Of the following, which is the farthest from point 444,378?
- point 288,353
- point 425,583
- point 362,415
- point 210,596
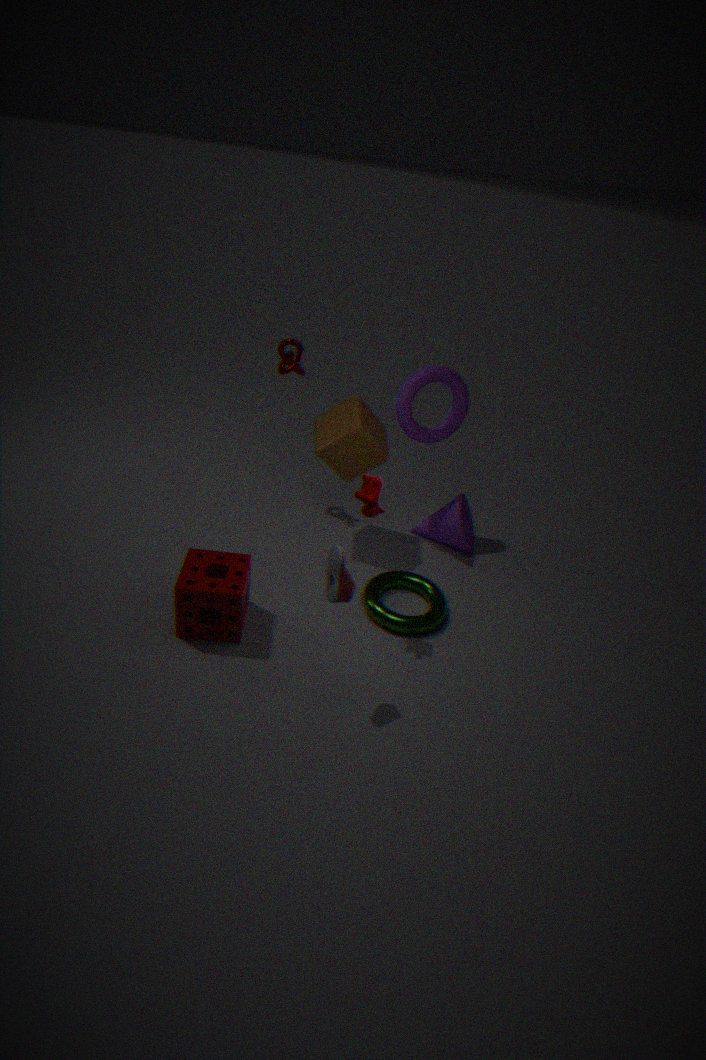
point 210,596
